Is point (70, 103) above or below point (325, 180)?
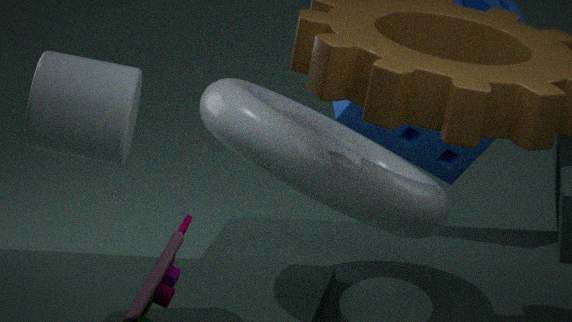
above
